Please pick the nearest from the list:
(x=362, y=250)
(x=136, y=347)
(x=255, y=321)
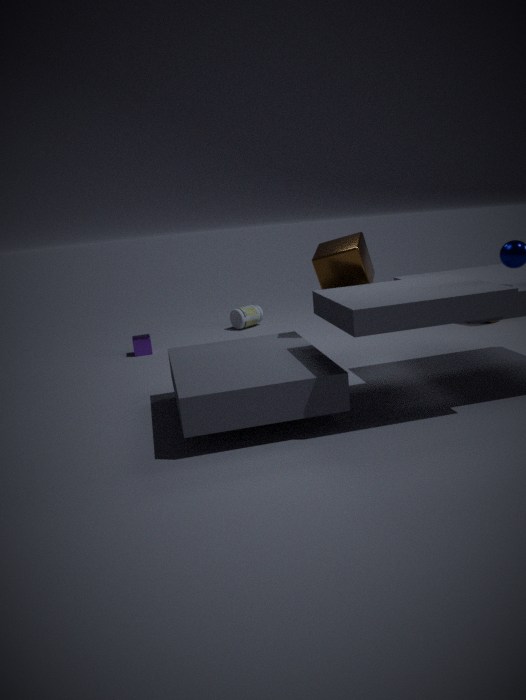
(x=362, y=250)
